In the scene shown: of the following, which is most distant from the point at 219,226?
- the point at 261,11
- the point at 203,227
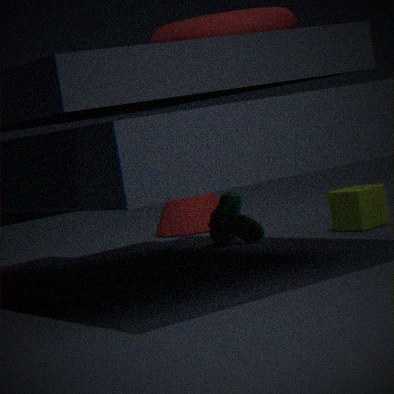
the point at 261,11
